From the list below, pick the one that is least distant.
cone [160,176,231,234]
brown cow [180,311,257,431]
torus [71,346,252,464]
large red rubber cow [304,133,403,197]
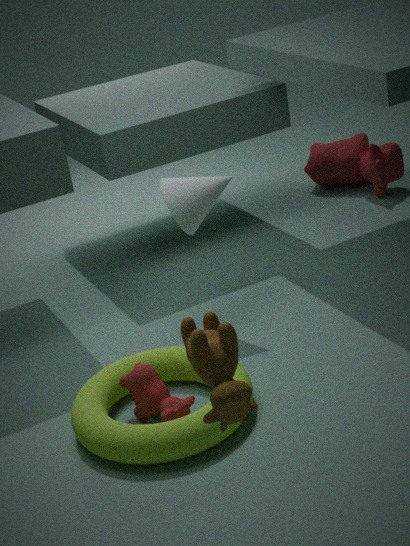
brown cow [180,311,257,431]
